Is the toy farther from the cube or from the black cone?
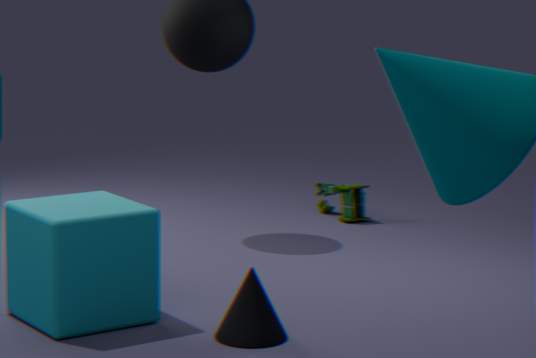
the black cone
